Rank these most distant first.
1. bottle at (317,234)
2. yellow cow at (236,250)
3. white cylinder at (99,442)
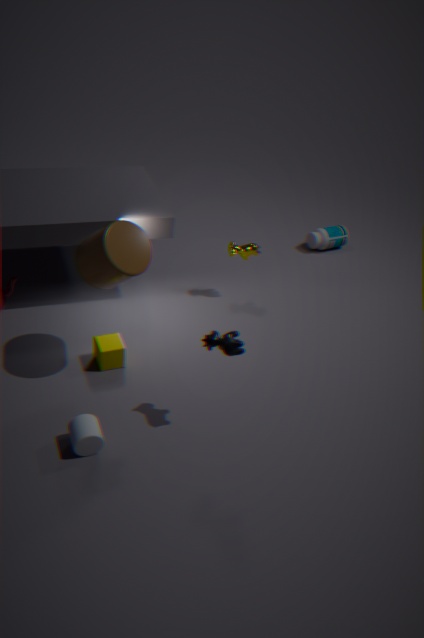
bottle at (317,234)
yellow cow at (236,250)
white cylinder at (99,442)
